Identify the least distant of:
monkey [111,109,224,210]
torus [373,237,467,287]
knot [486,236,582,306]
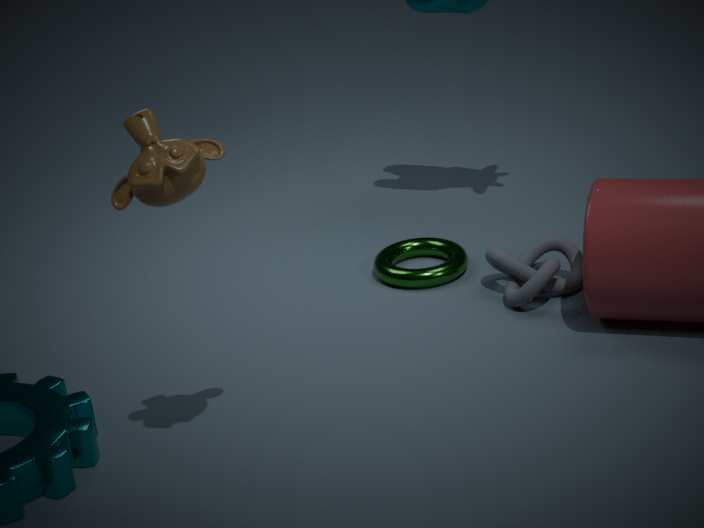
monkey [111,109,224,210]
